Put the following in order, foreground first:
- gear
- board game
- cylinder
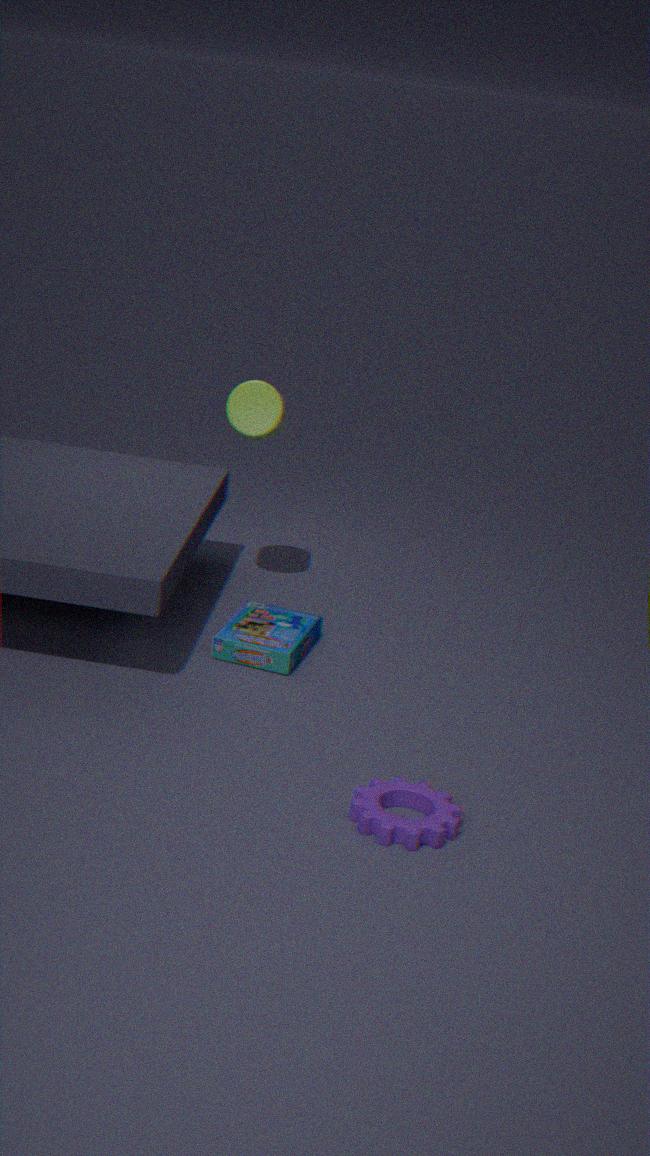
gear < board game < cylinder
